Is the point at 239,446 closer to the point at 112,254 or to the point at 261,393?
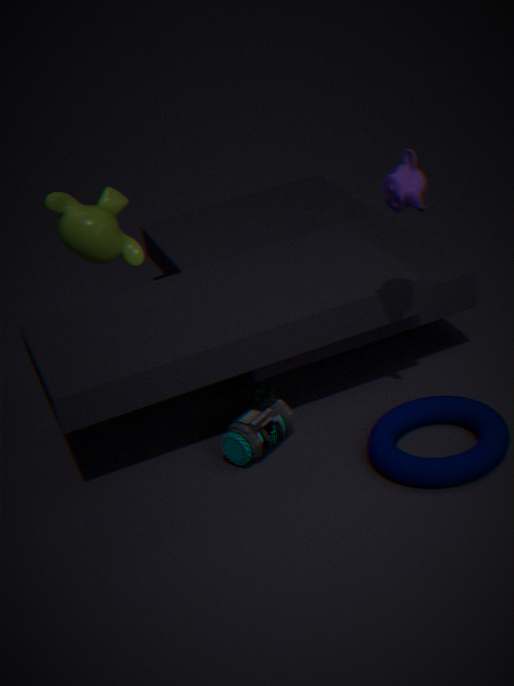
the point at 261,393
